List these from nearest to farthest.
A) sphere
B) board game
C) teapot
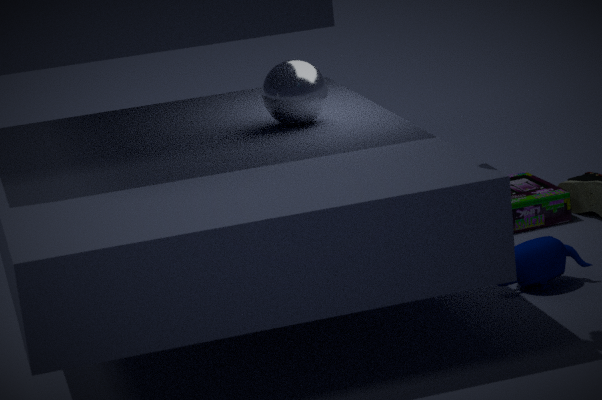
teapot, sphere, board game
